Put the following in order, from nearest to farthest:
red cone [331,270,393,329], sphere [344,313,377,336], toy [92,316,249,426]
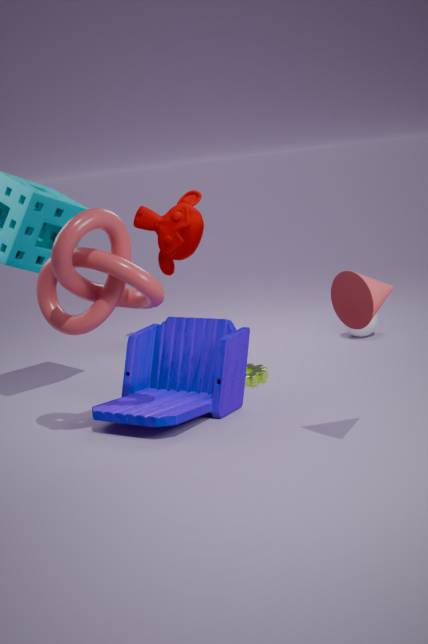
red cone [331,270,393,329], toy [92,316,249,426], sphere [344,313,377,336]
